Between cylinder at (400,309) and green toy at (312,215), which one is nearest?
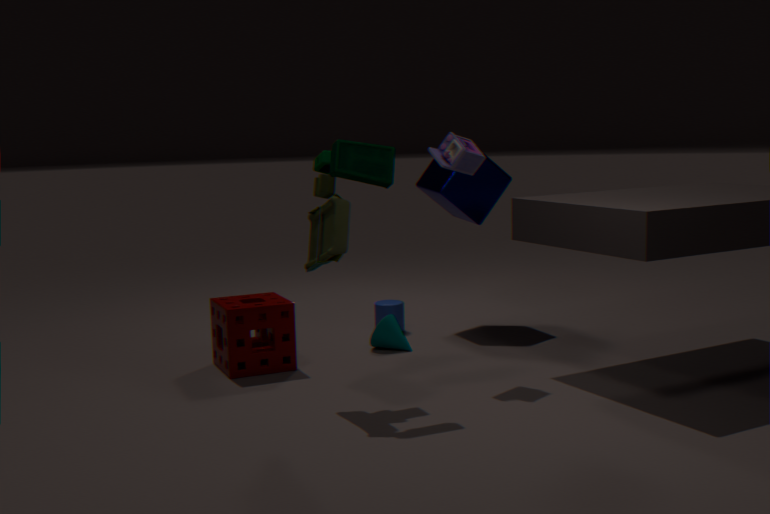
green toy at (312,215)
